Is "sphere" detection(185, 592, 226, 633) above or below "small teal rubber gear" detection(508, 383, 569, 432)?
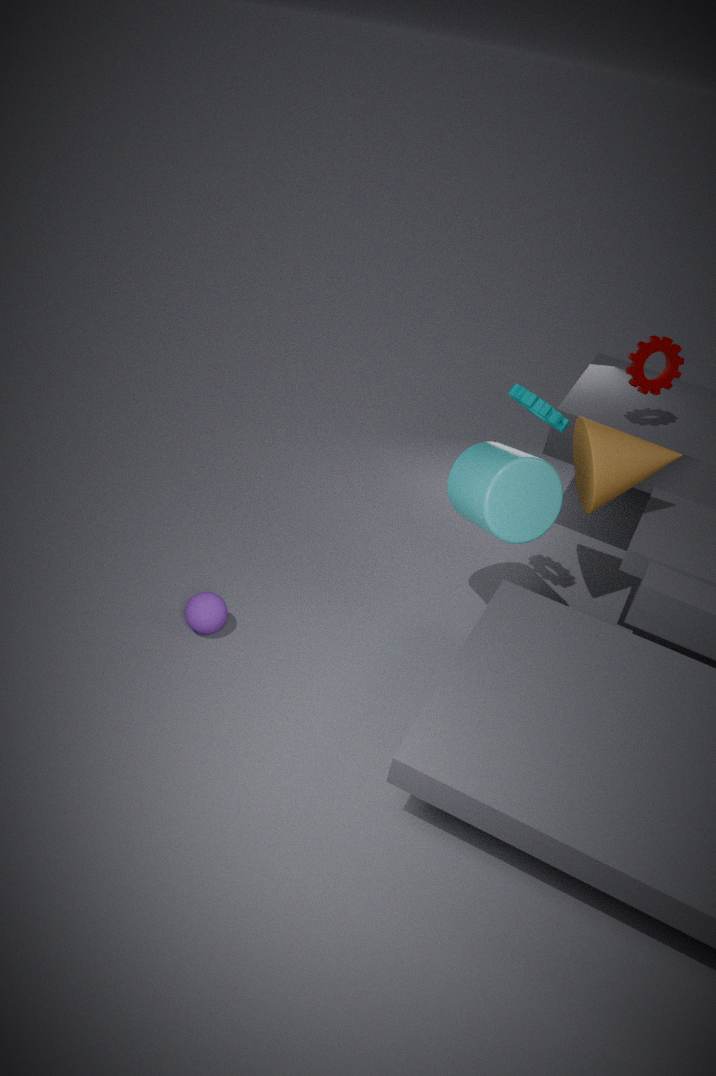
below
